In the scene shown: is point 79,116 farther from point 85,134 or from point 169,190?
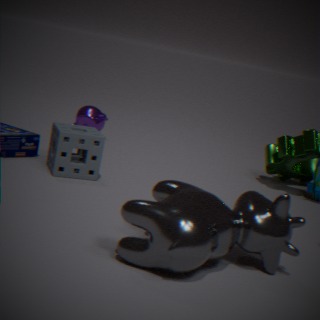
point 169,190
